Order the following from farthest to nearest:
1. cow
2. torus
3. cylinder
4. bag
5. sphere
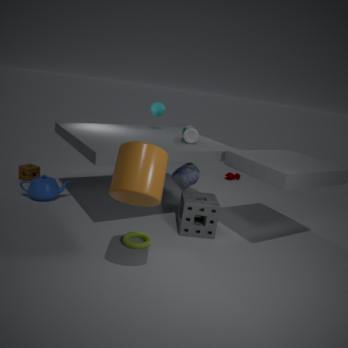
cow
sphere
bag
torus
cylinder
